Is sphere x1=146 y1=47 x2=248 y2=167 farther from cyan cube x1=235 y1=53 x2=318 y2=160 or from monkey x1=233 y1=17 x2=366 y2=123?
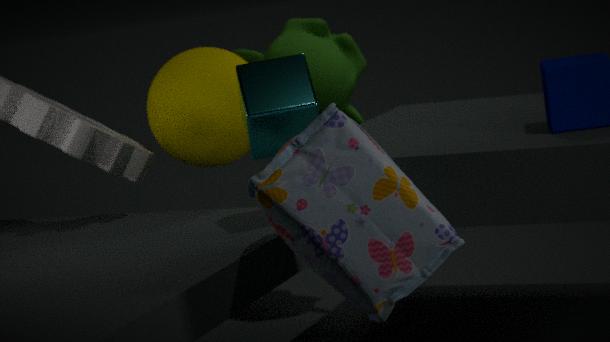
cyan cube x1=235 y1=53 x2=318 y2=160
